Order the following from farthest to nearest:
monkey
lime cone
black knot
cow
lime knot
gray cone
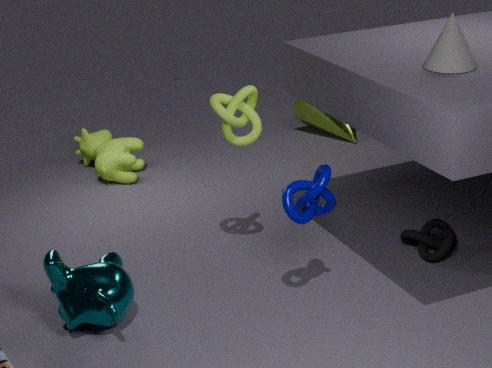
lime cone, cow, black knot, lime knot, gray cone, monkey
